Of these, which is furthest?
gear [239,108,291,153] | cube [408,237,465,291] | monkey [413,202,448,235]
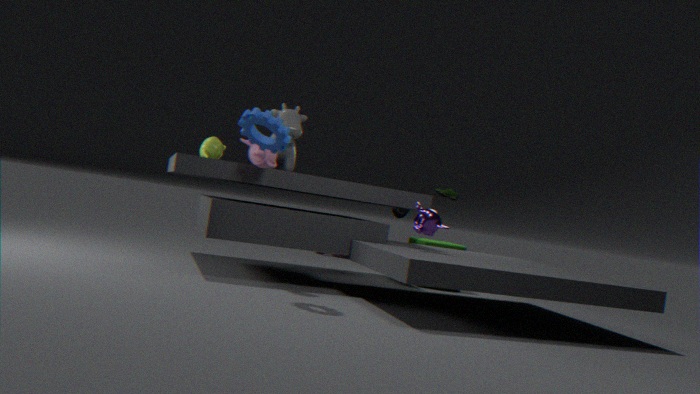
cube [408,237,465,291]
